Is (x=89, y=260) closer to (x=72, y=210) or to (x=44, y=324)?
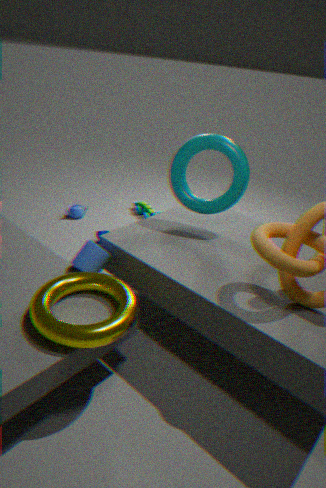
(x=44, y=324)
